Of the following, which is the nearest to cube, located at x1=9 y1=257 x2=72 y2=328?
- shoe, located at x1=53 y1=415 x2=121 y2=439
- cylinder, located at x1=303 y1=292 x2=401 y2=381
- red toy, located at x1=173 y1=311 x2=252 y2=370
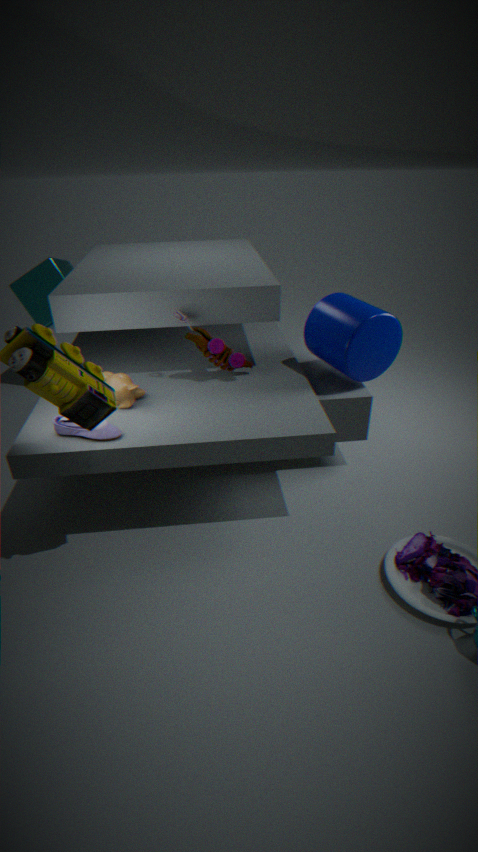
red toy, located at x1=173 y1=311 x2=252 y2=370
